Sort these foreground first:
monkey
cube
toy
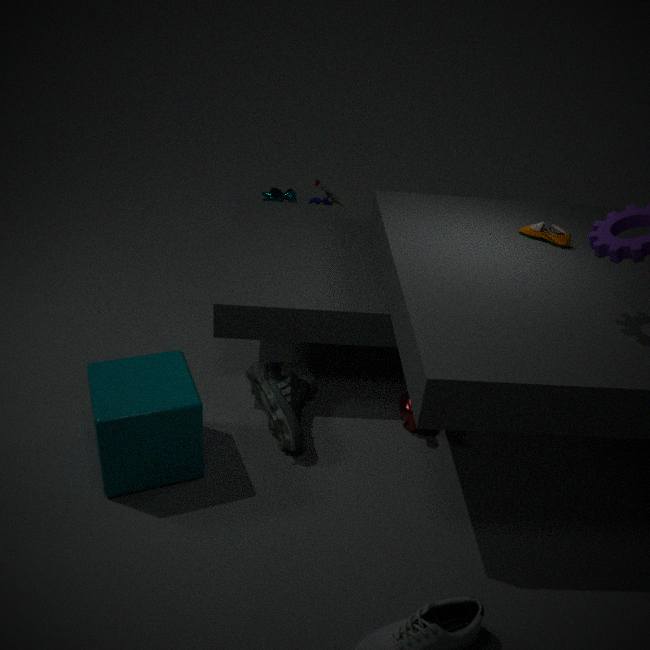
cube < monkey < toy
